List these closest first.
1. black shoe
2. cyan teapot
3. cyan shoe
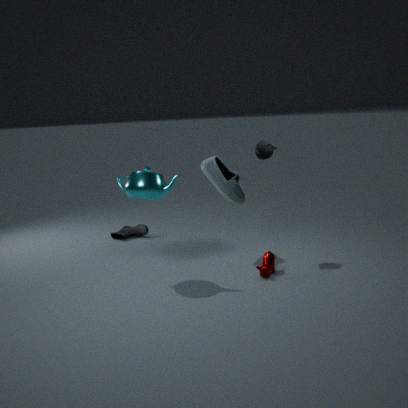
cyan teapot, cyan shoe, black shoe
